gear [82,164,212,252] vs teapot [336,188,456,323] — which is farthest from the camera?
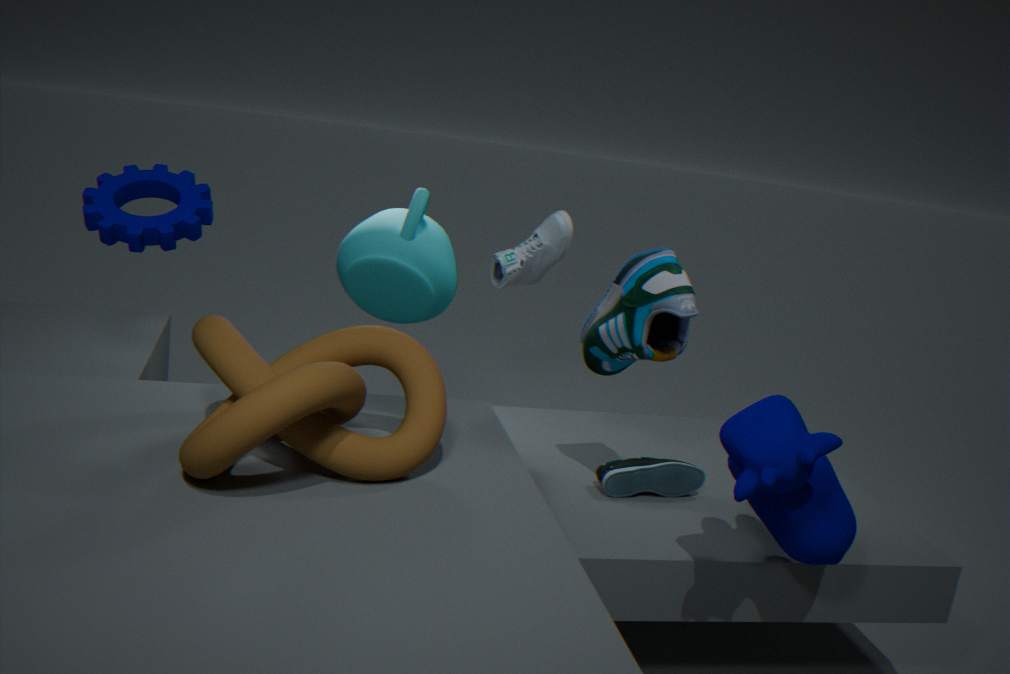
teapot [336,188,456,323]
